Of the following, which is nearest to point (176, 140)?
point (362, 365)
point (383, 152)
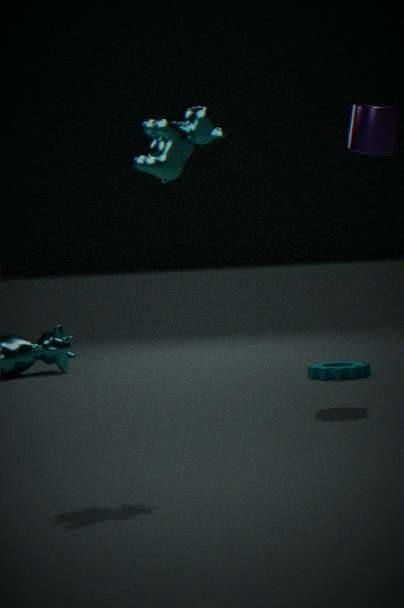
point (383, 152)
